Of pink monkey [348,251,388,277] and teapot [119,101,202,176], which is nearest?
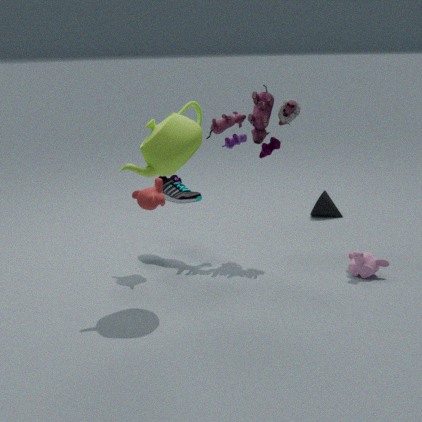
teapot [119,101,202,176]
